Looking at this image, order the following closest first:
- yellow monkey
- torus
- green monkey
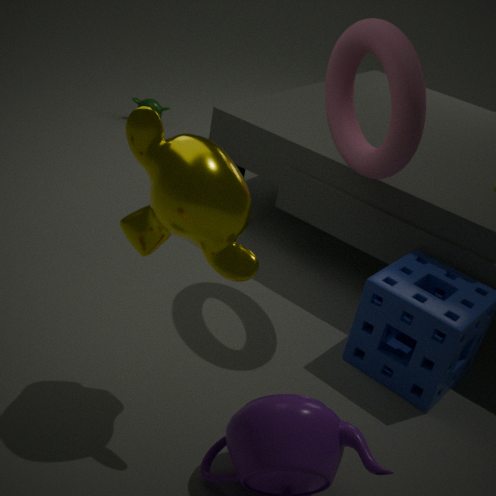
yellow monkey < torus < green monkey
